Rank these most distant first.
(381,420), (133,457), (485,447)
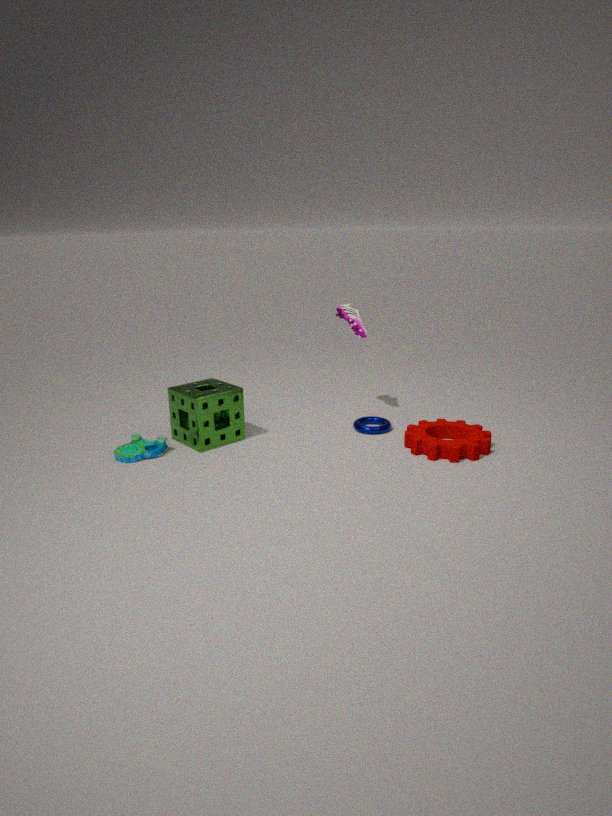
(381,420)
(485,447)
(133,457)
